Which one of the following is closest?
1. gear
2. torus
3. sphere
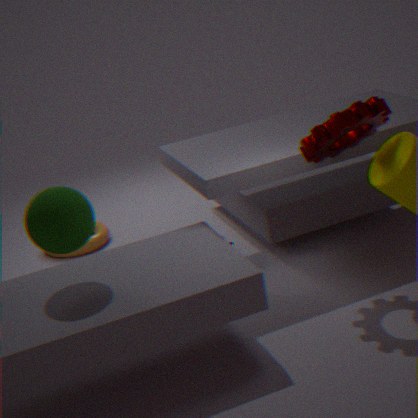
sphere
